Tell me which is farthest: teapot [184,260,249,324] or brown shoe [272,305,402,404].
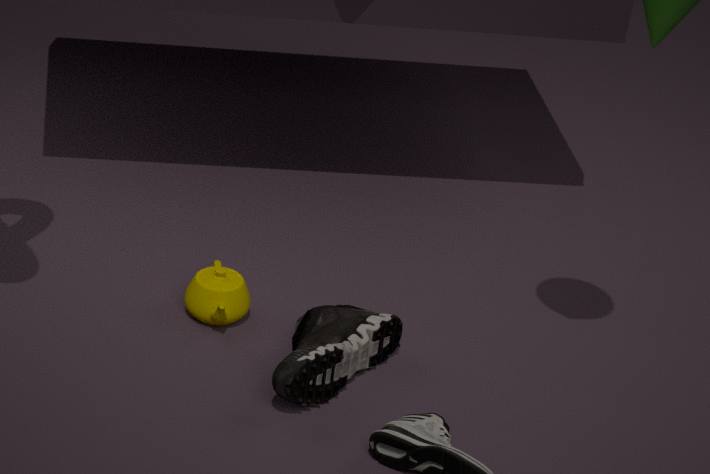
teapot [184,260,249,324]
